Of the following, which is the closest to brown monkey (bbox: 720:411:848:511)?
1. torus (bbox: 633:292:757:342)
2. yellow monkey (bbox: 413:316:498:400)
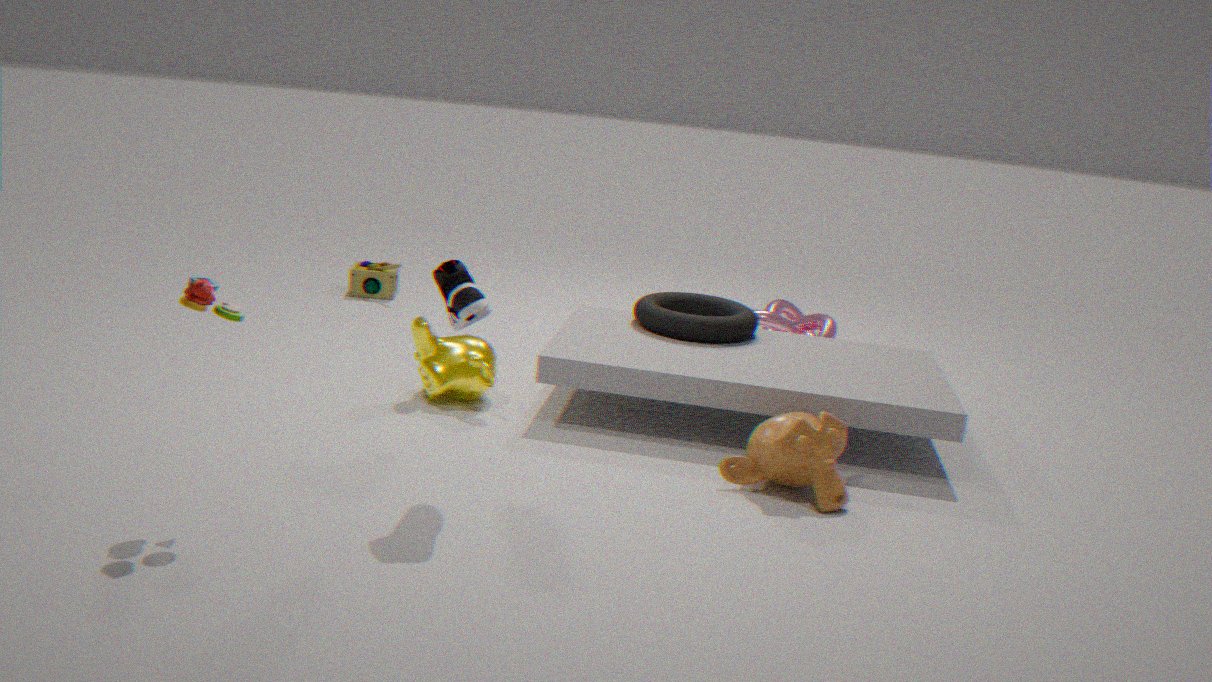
torus (bbox: 633:292:757:342)
